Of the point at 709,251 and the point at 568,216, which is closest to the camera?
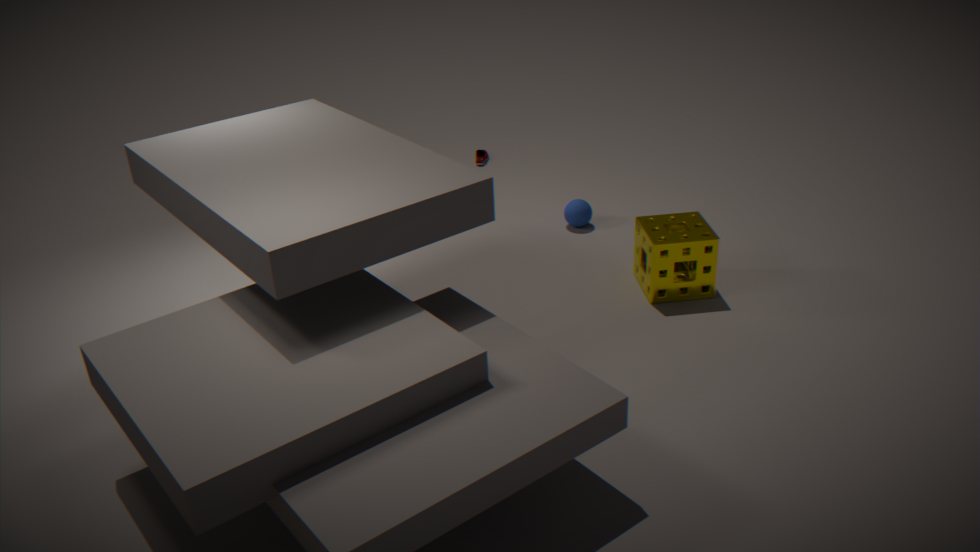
the point at 709,251
